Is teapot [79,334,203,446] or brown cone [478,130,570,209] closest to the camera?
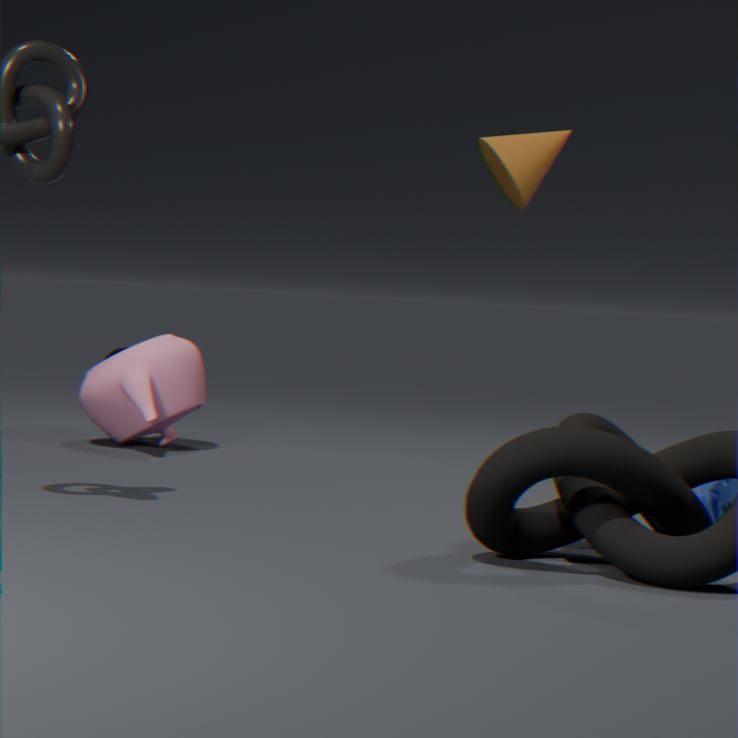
teapot [79,334,203,446]
